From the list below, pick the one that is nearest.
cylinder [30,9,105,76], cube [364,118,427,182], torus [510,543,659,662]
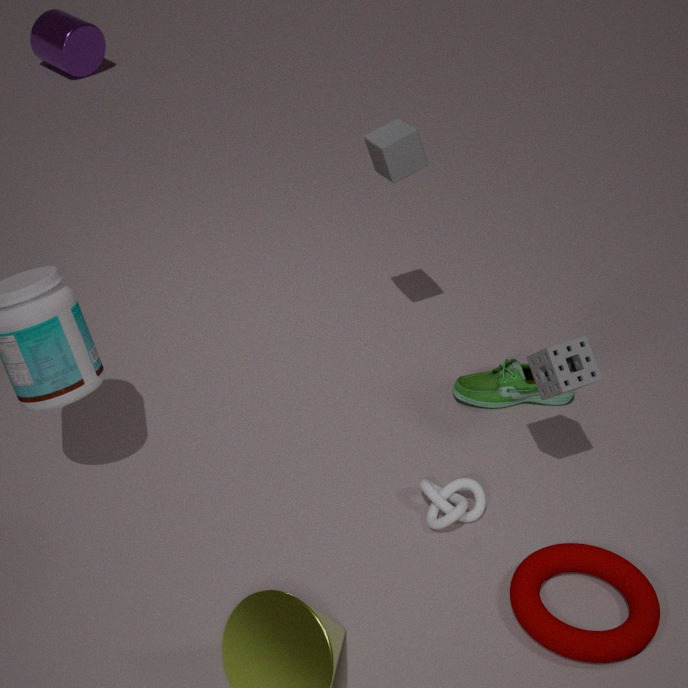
torus [510,543,659,662]
